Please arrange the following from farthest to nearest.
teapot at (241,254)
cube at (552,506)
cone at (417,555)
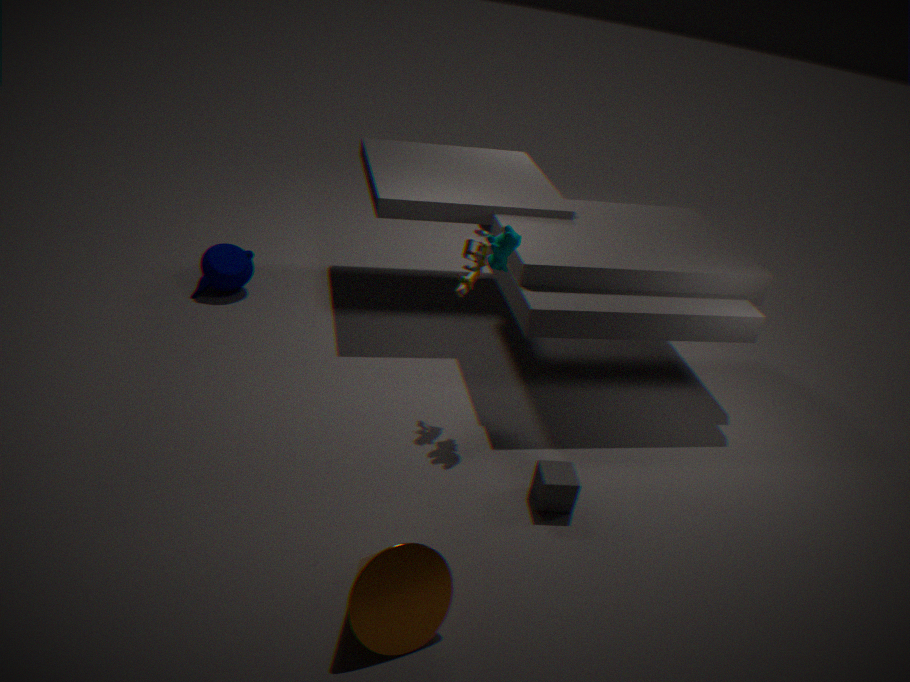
teapot at (241,254), cube at (552,506), cone at (417,555)
